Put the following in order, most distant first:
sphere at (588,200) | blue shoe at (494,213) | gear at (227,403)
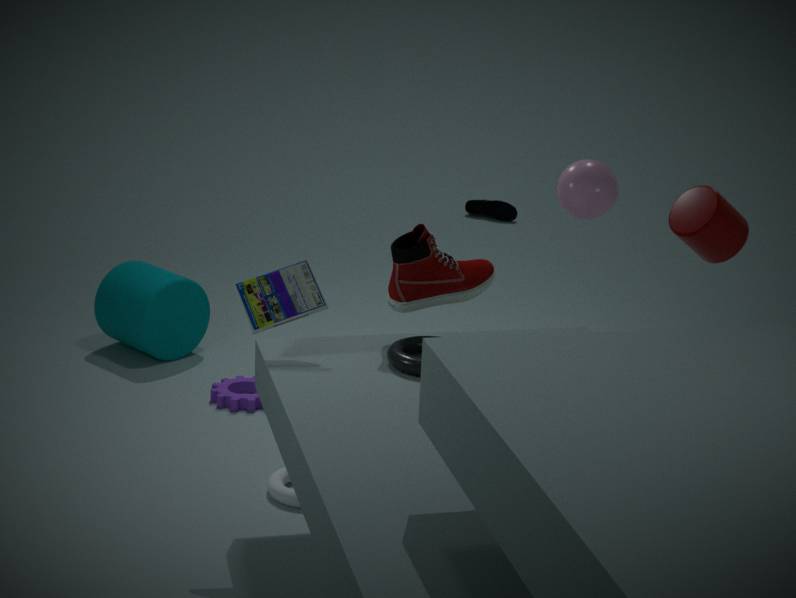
blue shoe at (494,213) → gear at (227,403) → sphere at (588,200)
